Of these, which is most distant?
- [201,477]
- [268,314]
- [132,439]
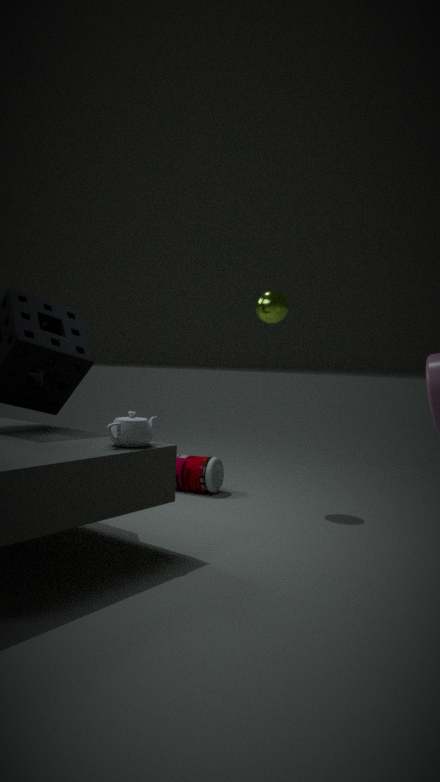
[201,477]
